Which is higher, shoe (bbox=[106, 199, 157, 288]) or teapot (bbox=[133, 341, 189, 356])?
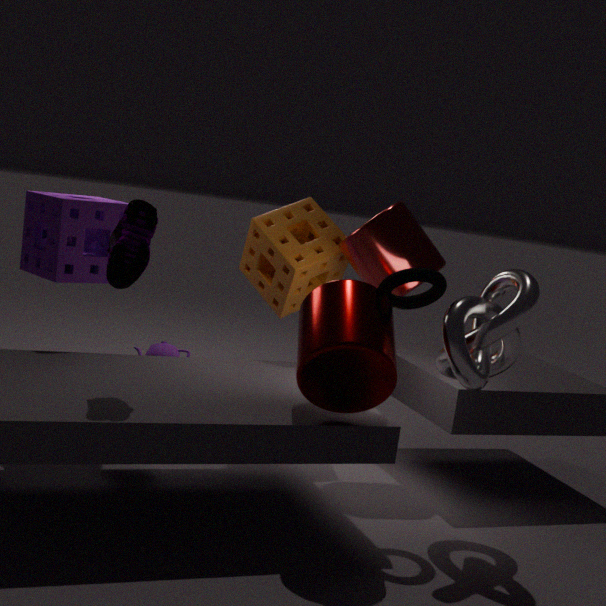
shoe (bbox=[106, 199, 157, 288])
